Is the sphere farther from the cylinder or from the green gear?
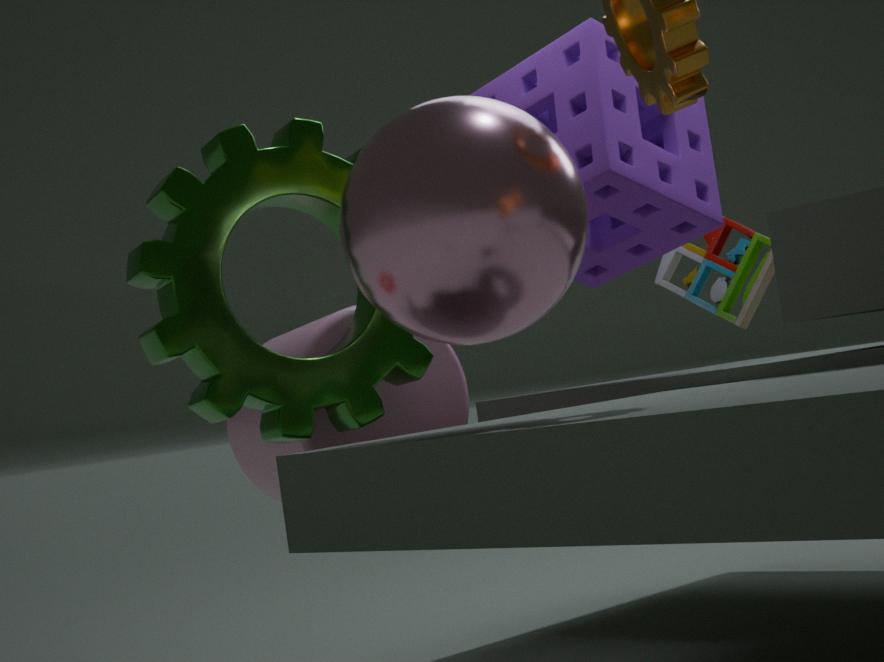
the cylinder
